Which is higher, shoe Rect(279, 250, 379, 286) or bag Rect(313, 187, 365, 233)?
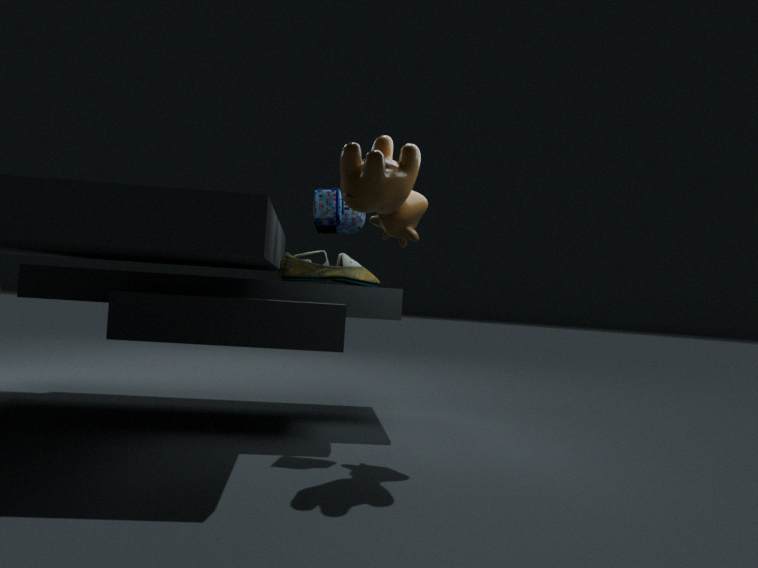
bag Rect(313, 187, 365, 233)
